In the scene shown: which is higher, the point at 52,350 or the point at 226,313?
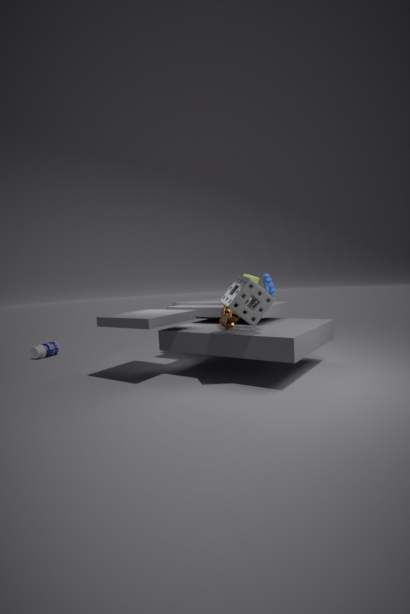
the point at 226,313
